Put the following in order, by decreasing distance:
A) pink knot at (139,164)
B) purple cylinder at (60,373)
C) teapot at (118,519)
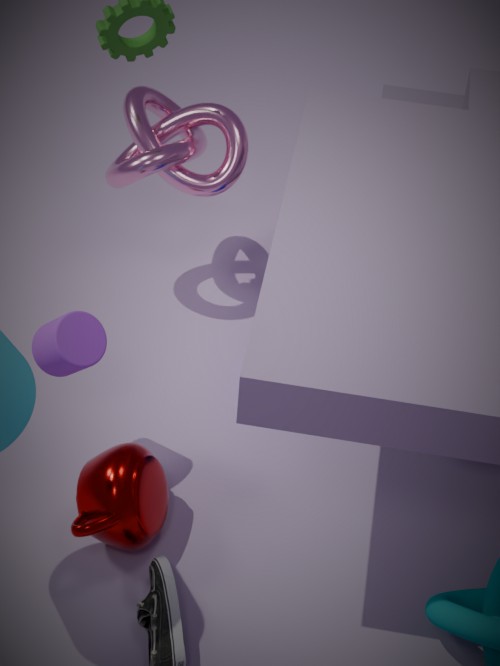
pink knot at (139,164) < purple cylinder at (60,373) < teapot at (118,519)
